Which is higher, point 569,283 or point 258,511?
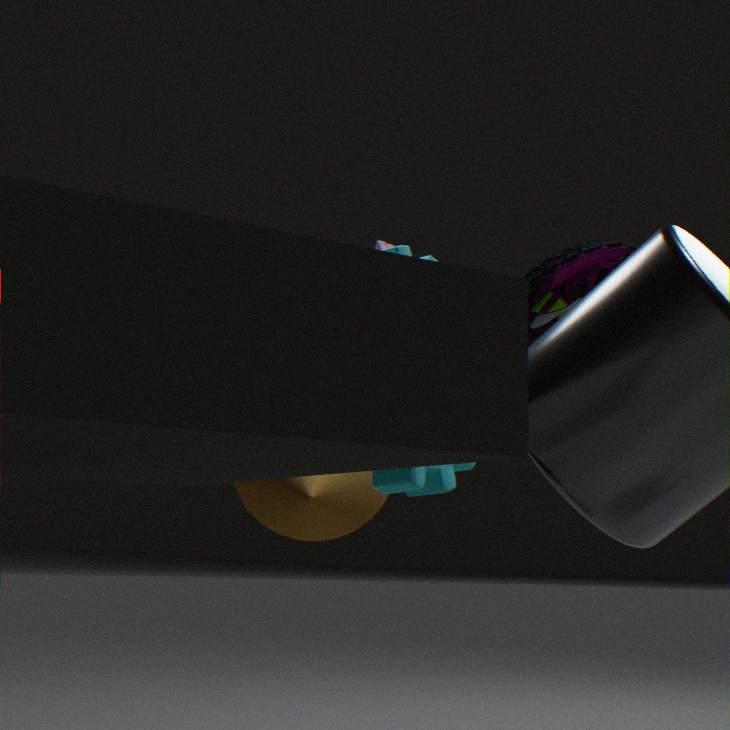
point 569,283
